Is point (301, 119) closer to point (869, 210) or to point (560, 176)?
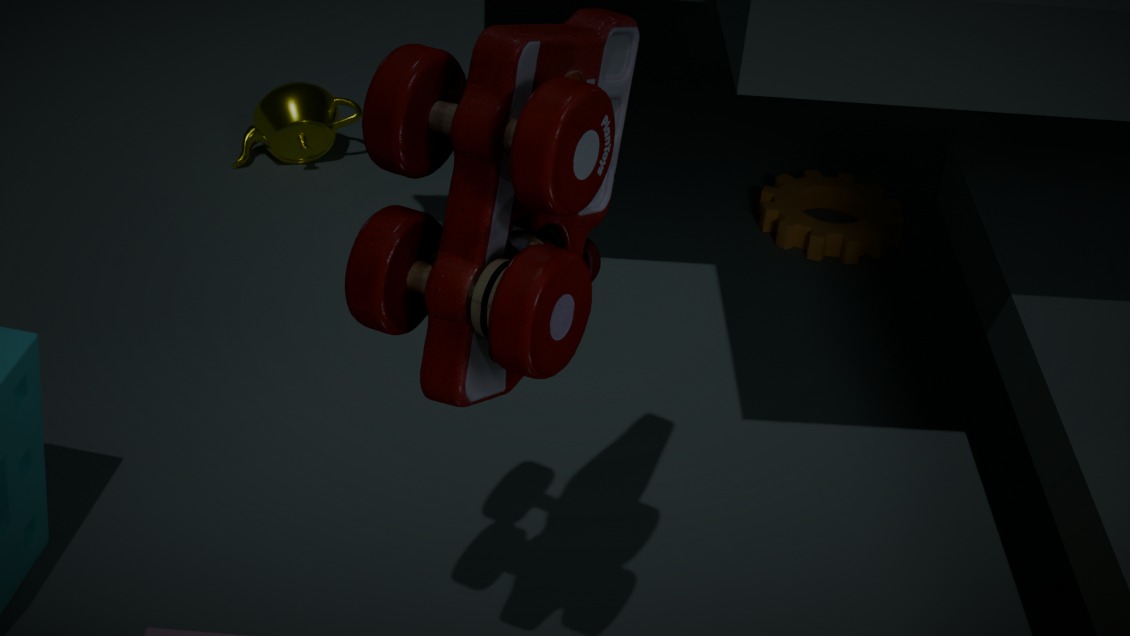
point (869, 210)
